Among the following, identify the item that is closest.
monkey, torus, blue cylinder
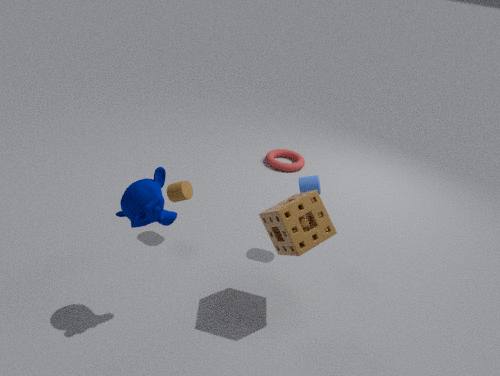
monkey
